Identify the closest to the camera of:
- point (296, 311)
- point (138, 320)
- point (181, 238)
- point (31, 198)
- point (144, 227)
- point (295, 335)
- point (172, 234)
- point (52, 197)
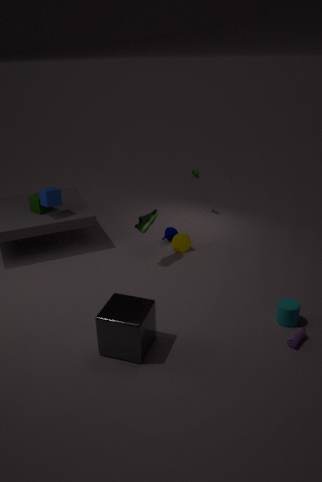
point (138, 320)
